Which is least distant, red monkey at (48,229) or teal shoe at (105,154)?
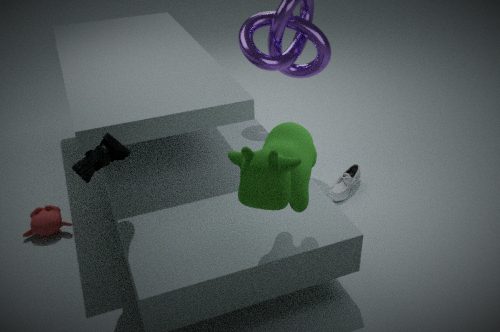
teal shoe at (105,154)
